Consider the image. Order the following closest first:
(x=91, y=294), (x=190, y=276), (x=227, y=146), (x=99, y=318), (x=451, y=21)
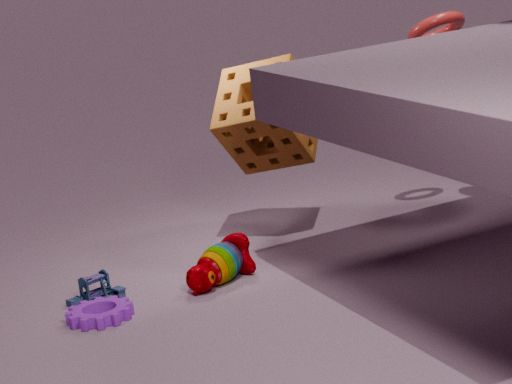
1. (x=99, y=318)
2. (x=190, y=276)
3. (x=91, y=294)
4. (x=451, y=21)
5. (x=227, y=146)
